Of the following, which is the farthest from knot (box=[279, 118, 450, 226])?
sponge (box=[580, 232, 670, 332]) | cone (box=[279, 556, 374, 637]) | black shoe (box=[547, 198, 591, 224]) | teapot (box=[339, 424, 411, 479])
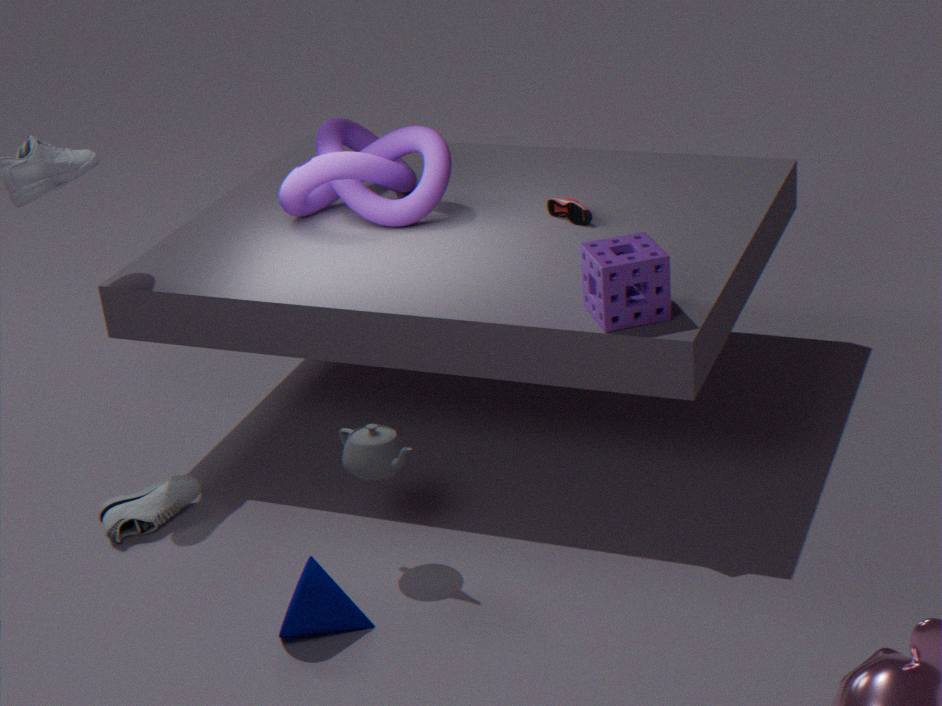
cone (box=[279, 556, 374, 637])
